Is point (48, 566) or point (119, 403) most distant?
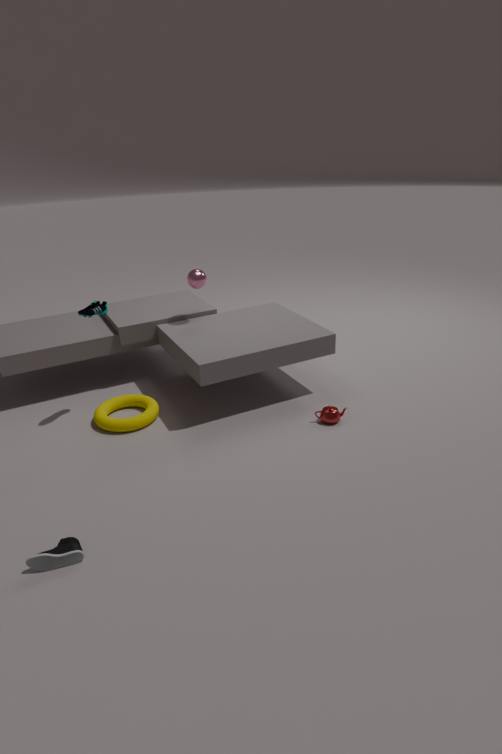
point (119, 403)
